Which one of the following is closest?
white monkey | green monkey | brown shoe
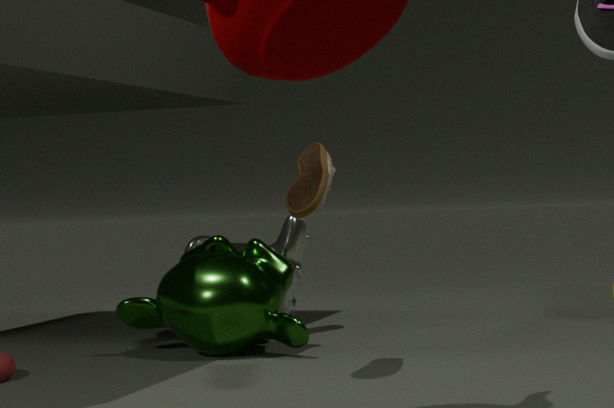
brown shoe
